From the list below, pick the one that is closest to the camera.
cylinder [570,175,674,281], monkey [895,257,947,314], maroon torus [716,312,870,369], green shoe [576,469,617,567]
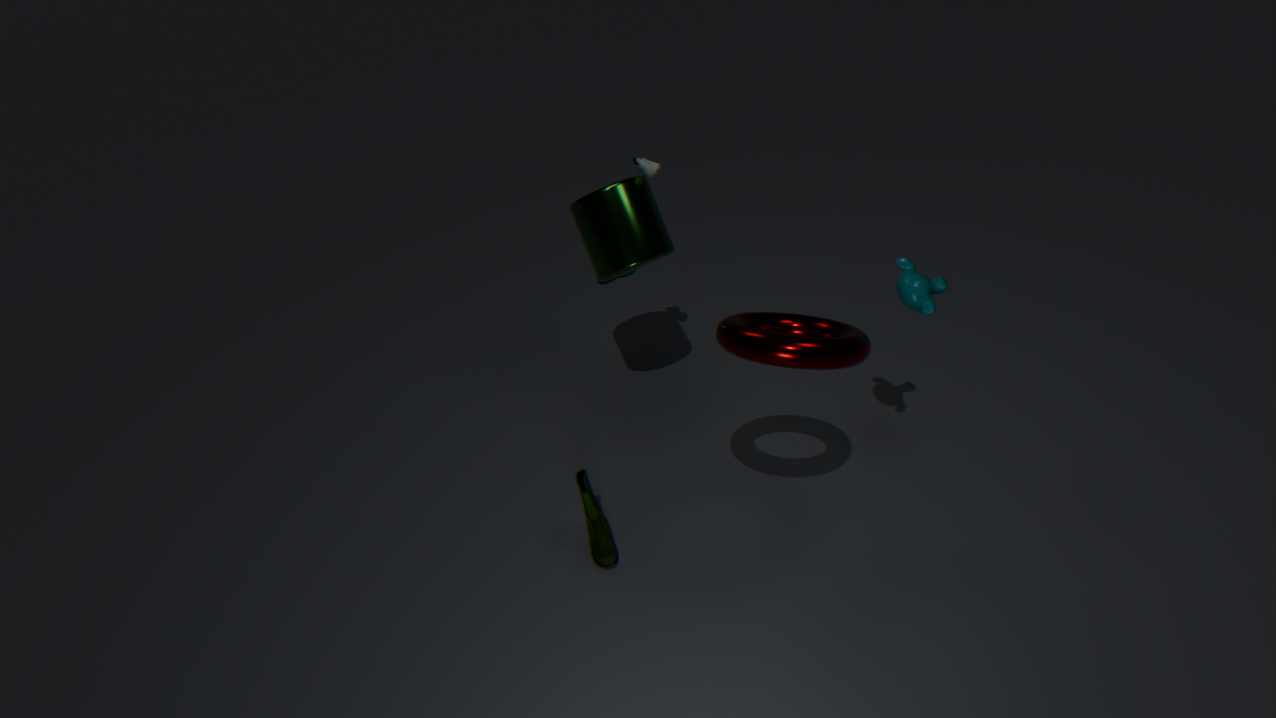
maroon torus [716,312,870,369]
